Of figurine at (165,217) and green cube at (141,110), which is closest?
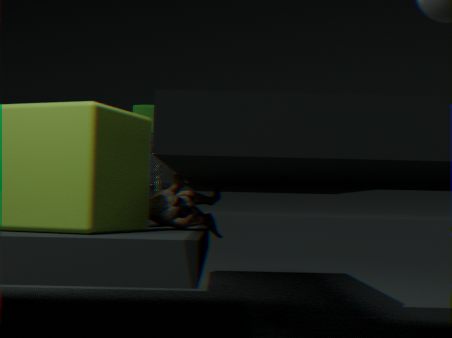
figurine at (165,217)
